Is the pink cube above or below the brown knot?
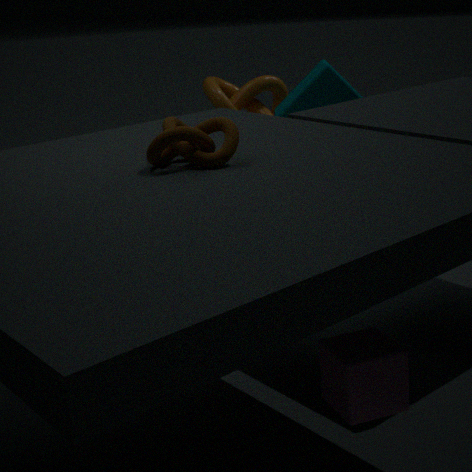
below
